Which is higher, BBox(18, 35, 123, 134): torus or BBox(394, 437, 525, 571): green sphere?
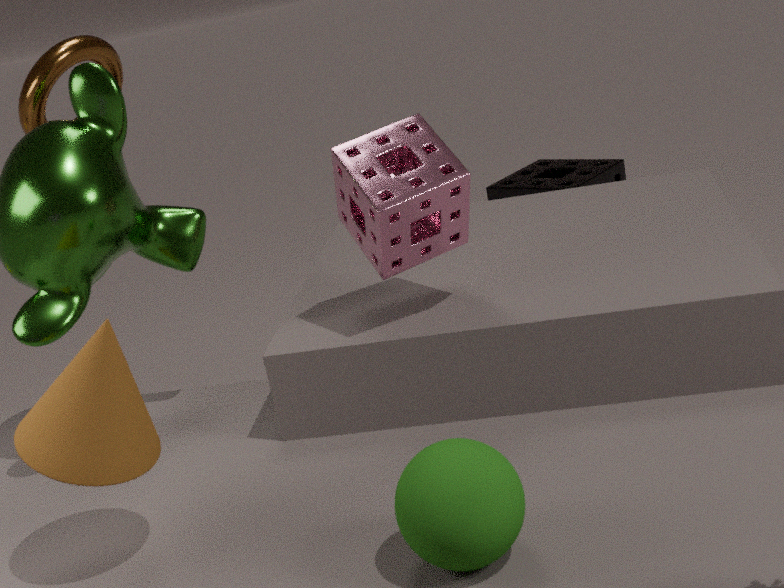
BBox(18, 35, 123, 134): torus
